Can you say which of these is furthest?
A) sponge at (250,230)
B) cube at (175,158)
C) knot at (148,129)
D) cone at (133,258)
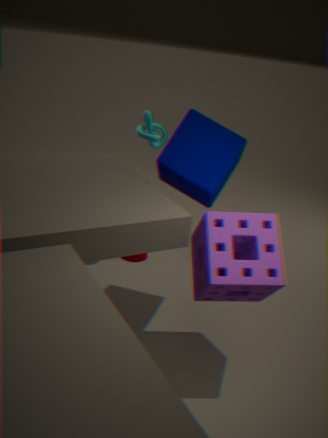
cone at (133,258)
